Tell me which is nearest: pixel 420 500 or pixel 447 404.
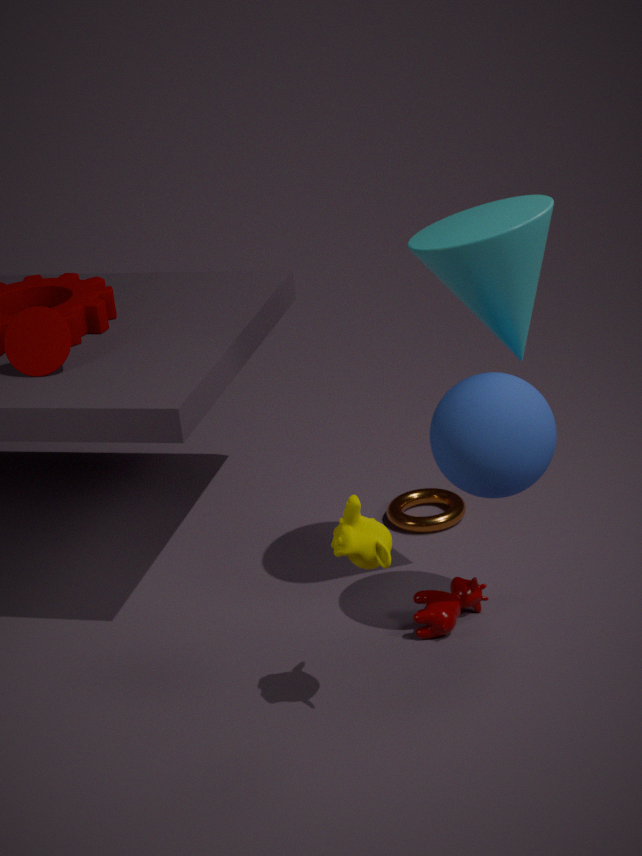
pixel 447 404
